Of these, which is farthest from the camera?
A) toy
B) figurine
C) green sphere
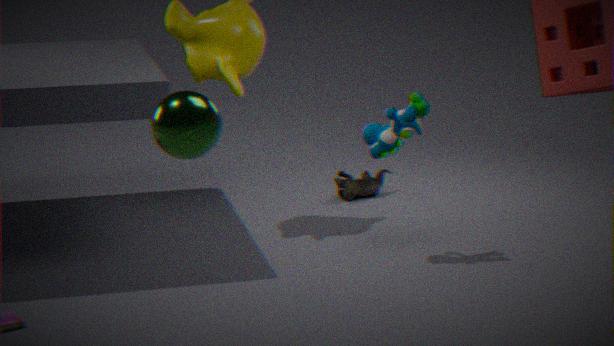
figurine
